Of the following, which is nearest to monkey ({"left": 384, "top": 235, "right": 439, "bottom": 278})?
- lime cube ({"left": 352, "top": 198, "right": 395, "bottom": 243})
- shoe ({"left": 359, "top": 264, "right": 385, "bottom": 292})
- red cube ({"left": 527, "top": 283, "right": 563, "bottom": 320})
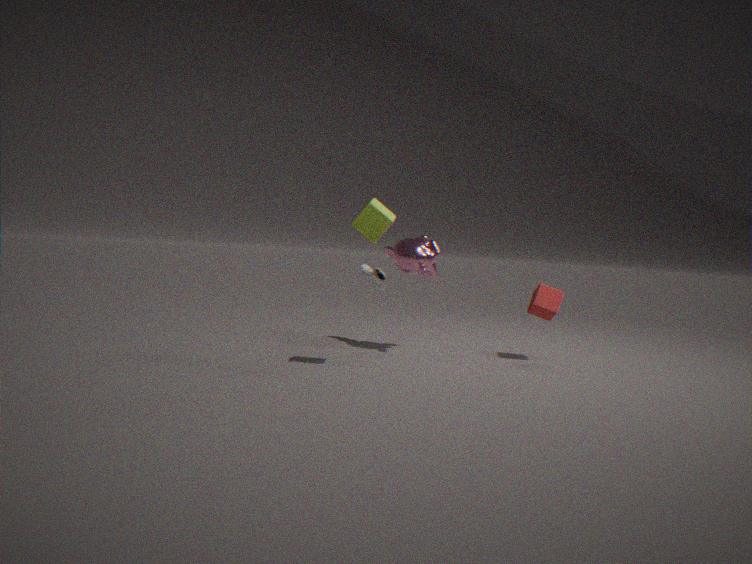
shoe ({"left": 359, "top": 264, "right": 385, "bottom": 292})
